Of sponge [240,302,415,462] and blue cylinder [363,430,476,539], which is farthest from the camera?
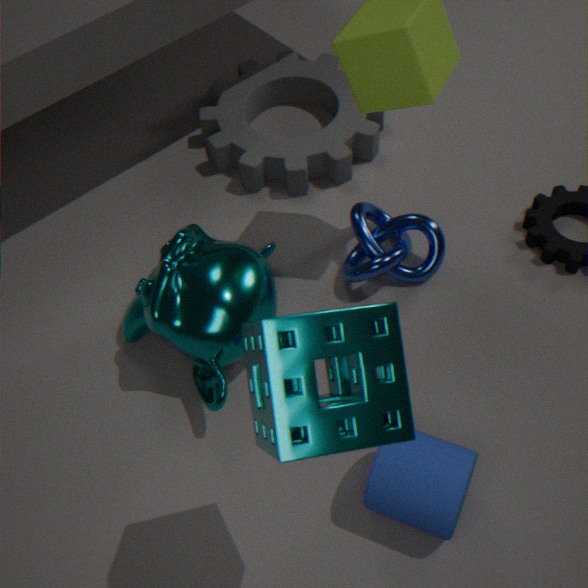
blue cylinder [363,430,476,539]
